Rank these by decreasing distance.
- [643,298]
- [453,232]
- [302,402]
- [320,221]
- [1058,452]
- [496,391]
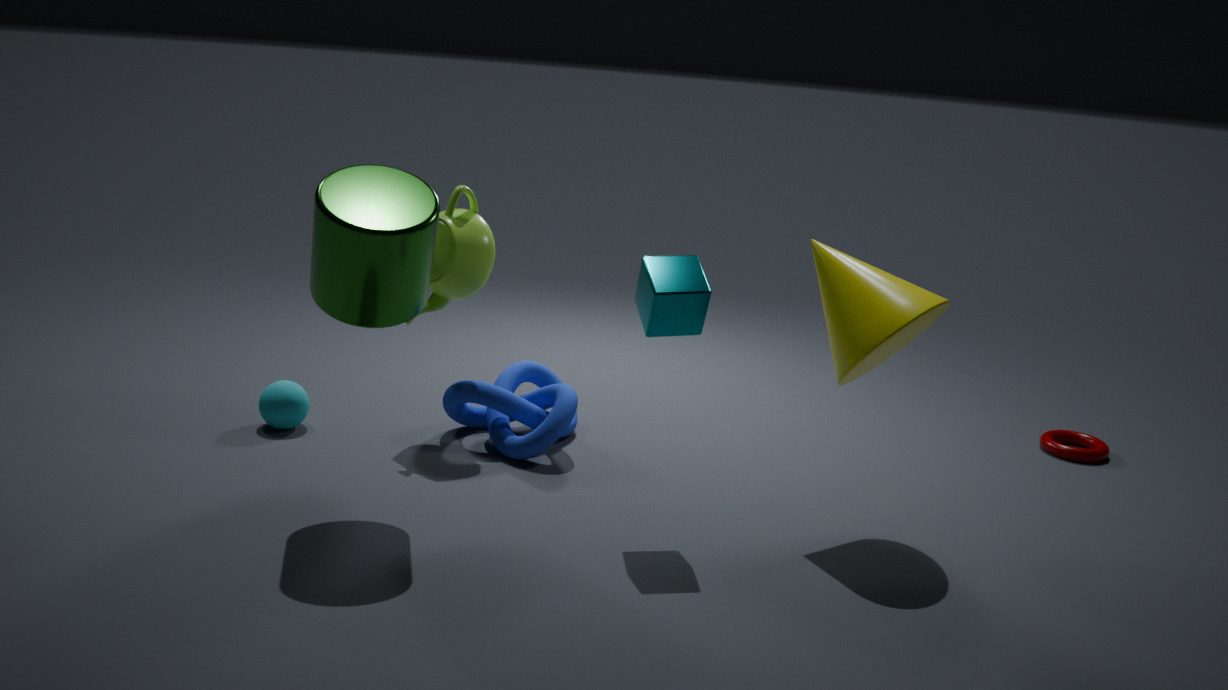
[1058,452] → [302,402] → [496,391] → [453,232] → [643,298] → [320,221]
